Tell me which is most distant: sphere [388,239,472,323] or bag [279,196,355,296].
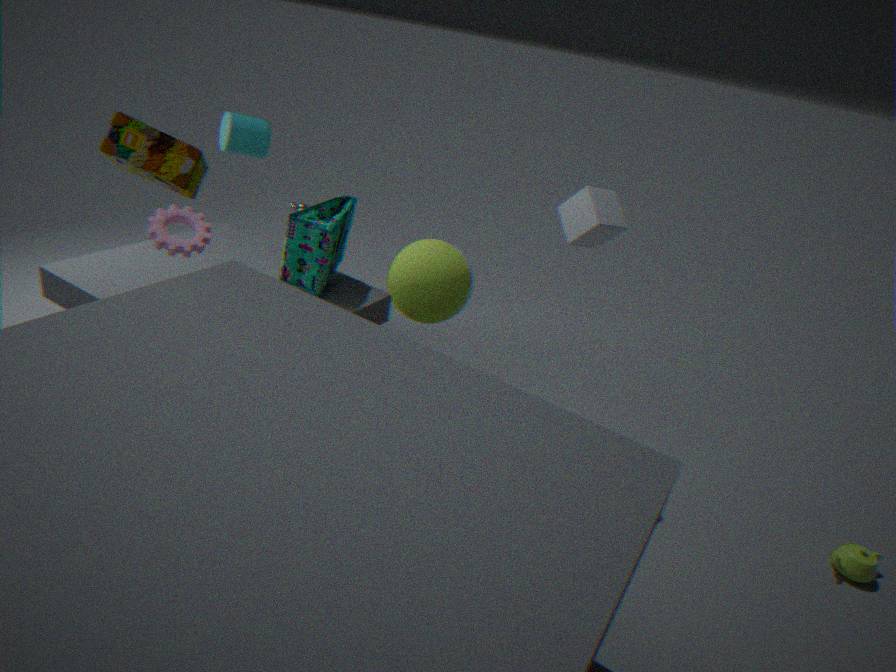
bag [279,196,355,296]
